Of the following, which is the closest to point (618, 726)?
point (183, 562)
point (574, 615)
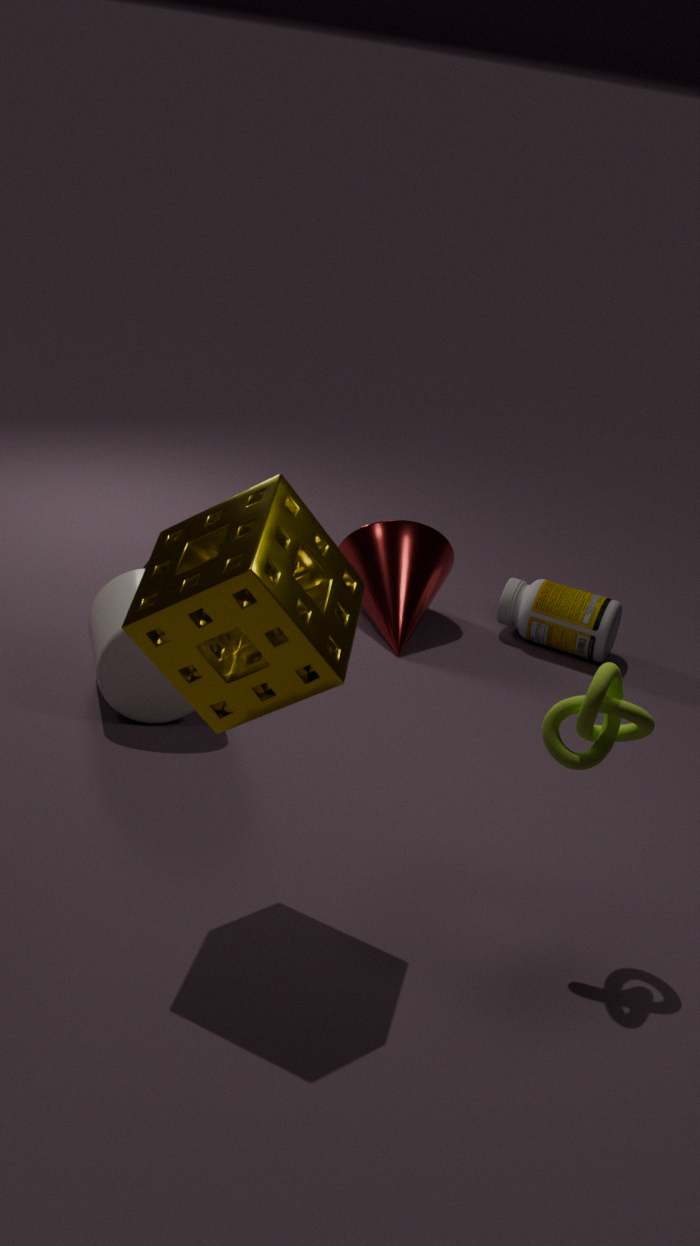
point (183, 562)
